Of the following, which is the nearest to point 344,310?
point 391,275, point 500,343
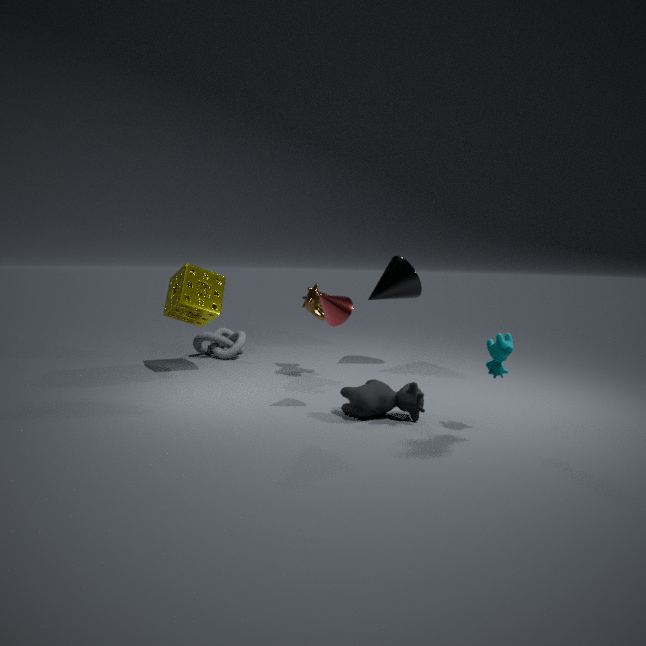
point 500,343
